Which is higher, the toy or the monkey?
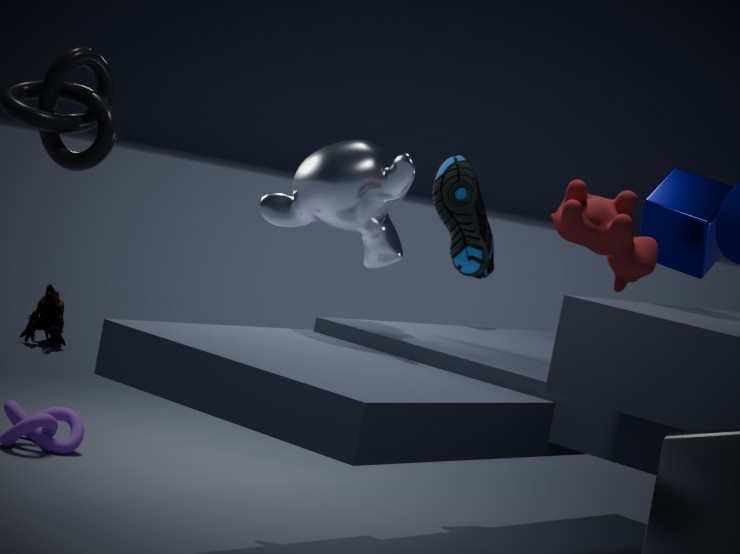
the monkey
